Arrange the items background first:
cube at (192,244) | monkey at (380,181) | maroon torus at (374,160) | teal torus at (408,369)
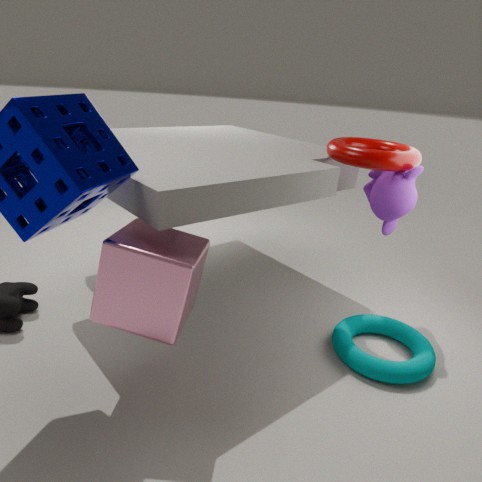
monkey at (380,181), maroon torus at (374,160), teal torus at (408,369), cube at (192,244)
